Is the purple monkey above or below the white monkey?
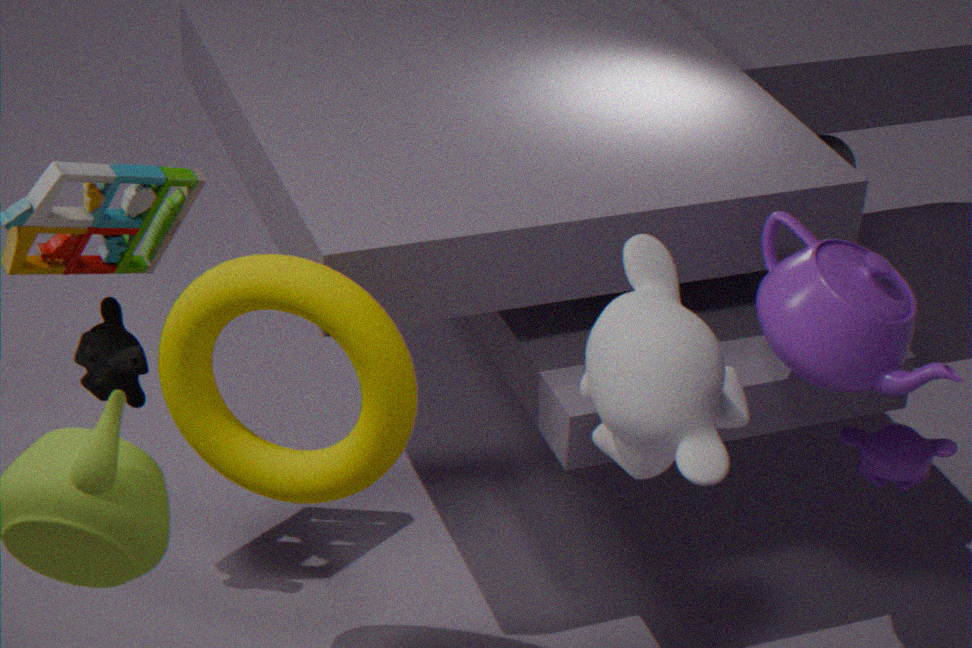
below
